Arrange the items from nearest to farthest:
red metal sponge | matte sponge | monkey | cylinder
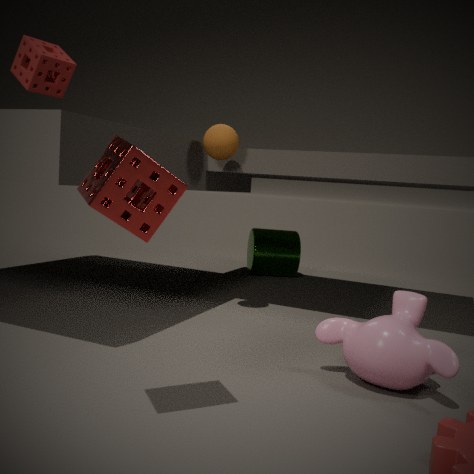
red metal sponge, monkey, matte sponge, cylinder
